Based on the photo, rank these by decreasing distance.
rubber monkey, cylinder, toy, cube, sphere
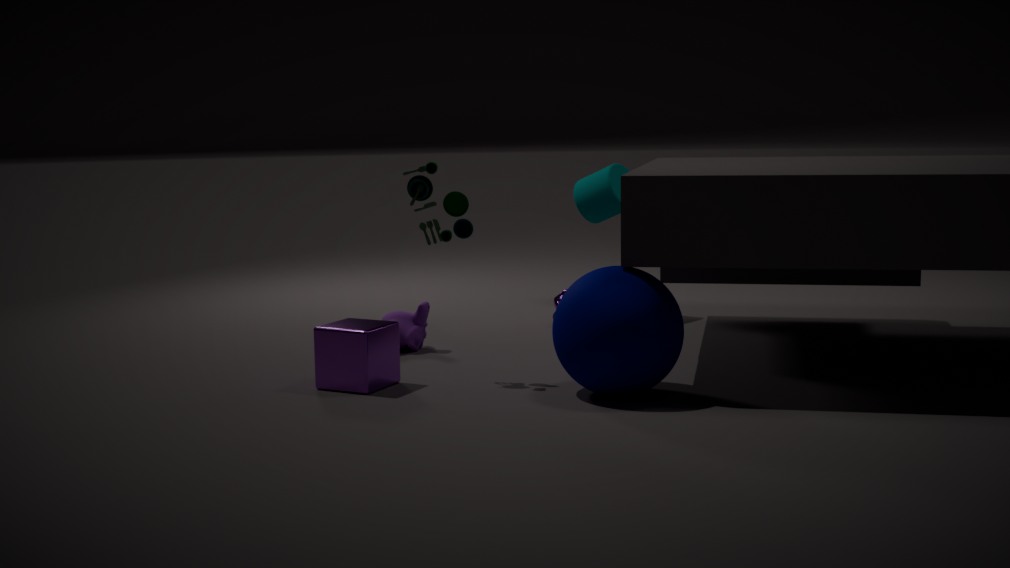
cylinder, rubber monkey, toy, cube, sphere
